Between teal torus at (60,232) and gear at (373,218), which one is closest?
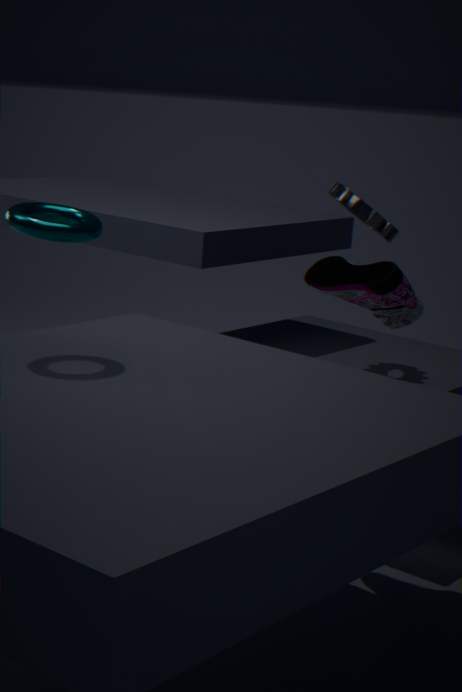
teal torus at (60,232)
